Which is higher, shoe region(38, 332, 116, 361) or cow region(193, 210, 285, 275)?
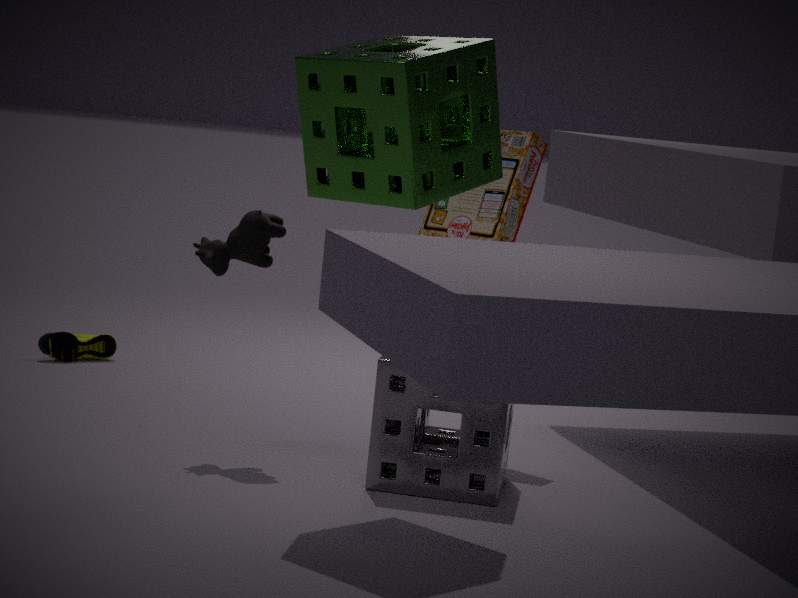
cow region(193, 210, 285, 275)
